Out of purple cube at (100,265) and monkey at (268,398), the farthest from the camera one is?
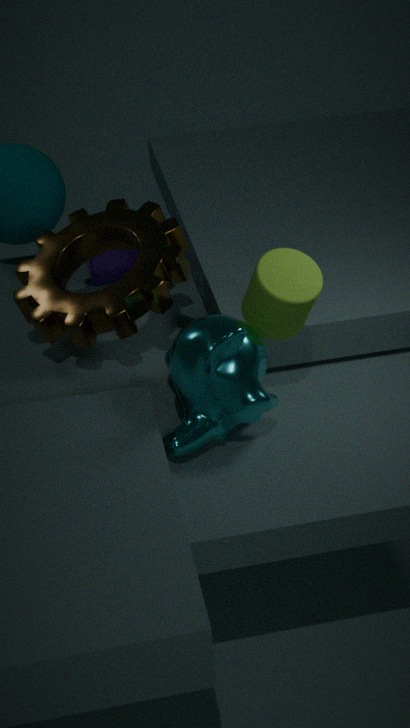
purple cube at (100,265)
